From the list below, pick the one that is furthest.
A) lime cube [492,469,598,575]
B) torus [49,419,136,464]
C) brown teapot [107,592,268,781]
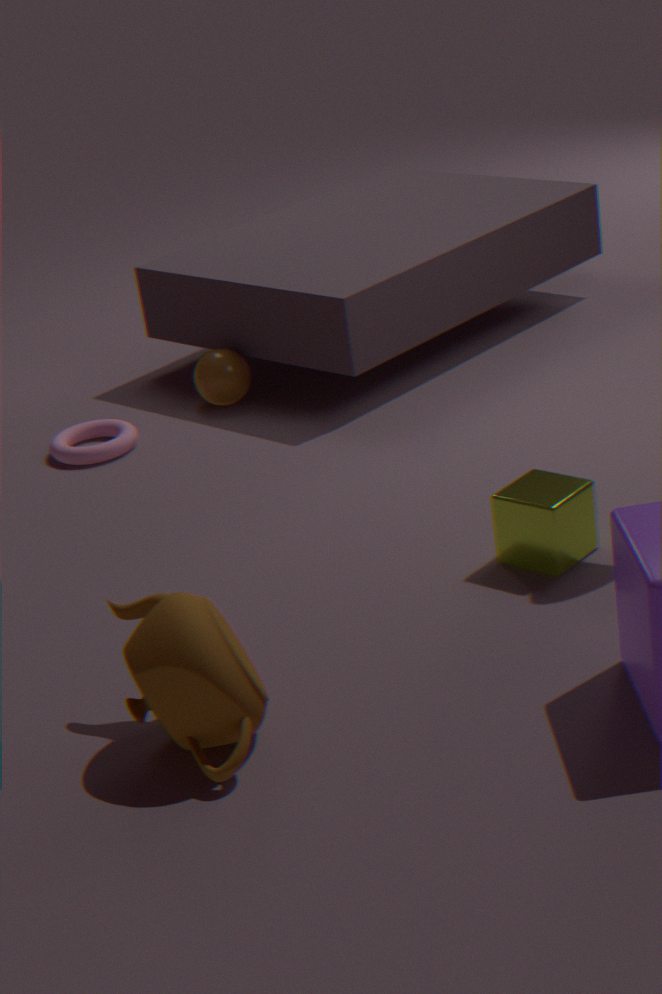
torus [49,419,136,464]
